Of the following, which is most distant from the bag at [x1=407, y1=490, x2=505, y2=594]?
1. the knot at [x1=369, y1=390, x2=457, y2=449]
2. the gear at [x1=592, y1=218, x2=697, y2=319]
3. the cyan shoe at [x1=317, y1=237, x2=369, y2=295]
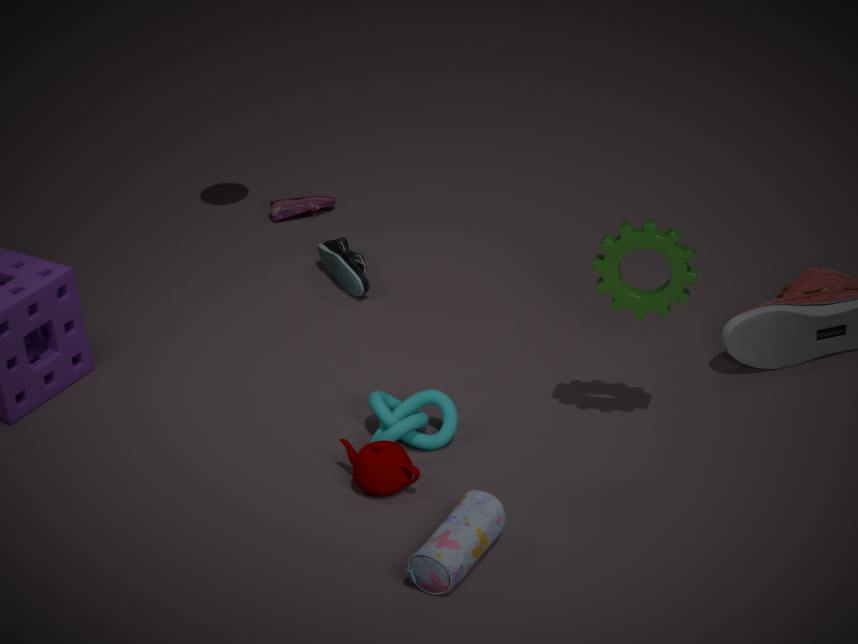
the cyan shoe at [x1=317, y1=237, x2=369, y2=295]
